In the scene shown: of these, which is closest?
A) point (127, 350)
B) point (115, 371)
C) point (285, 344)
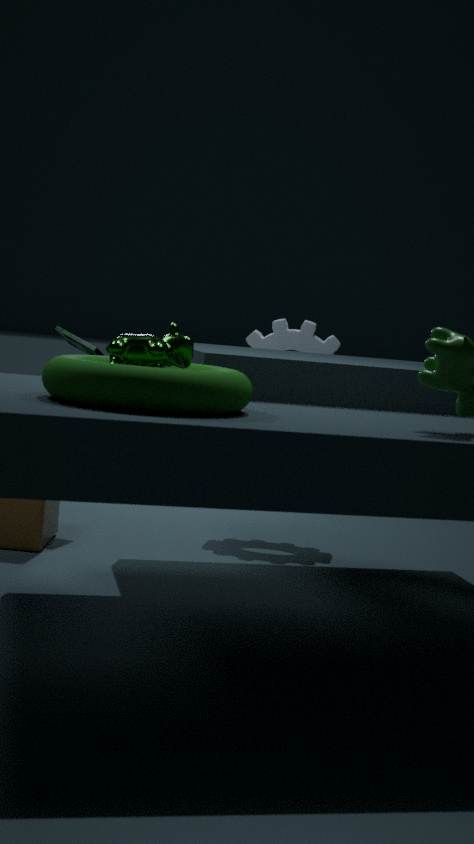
point (115, 371)
